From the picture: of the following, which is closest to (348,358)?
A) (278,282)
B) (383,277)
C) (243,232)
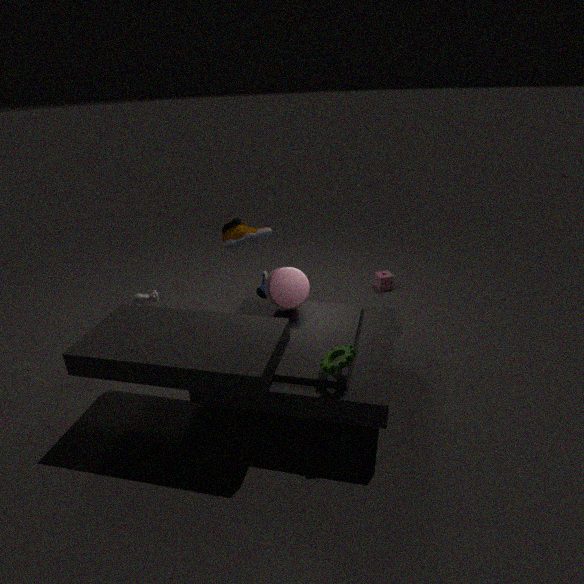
(278,282)
